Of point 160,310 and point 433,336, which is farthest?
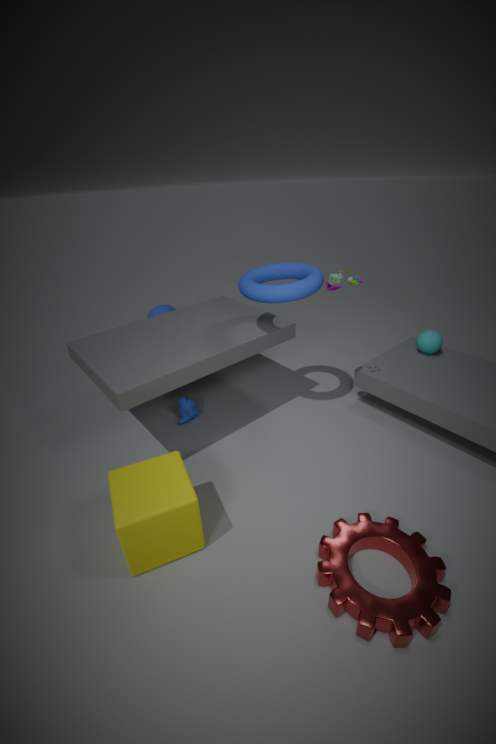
point 160,310
